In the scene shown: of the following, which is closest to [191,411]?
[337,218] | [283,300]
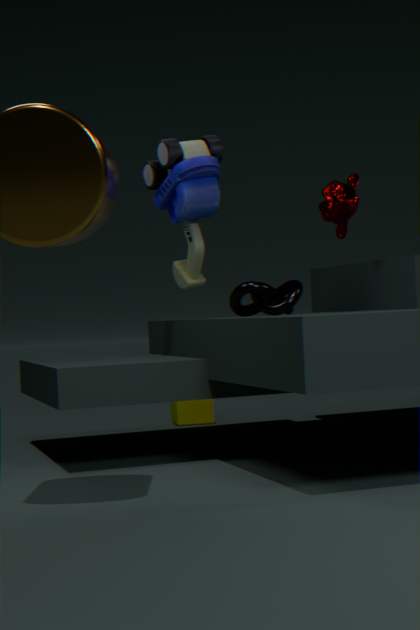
[283,300]
